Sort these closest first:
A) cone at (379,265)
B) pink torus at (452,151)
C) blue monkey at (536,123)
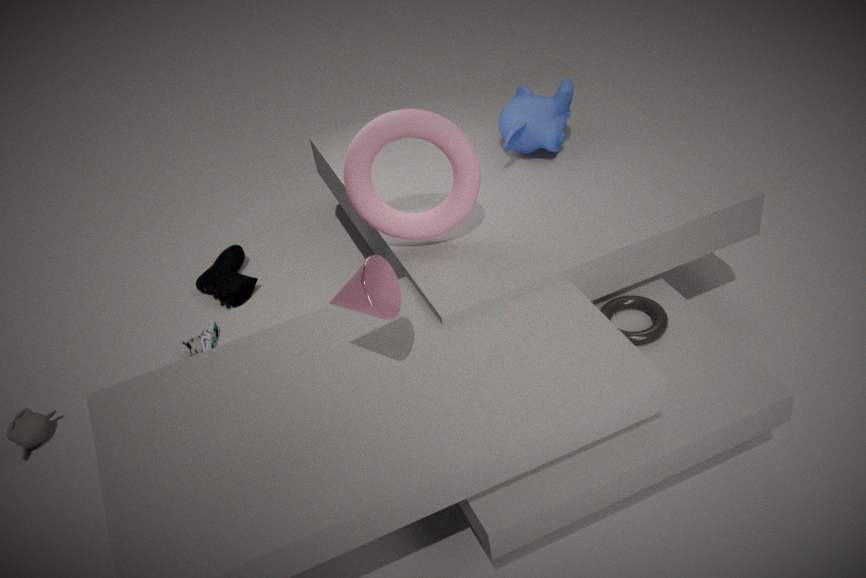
A. cone at (379,265)
B. pink torus at (452,151)
C. blue monkey at (536,123)
